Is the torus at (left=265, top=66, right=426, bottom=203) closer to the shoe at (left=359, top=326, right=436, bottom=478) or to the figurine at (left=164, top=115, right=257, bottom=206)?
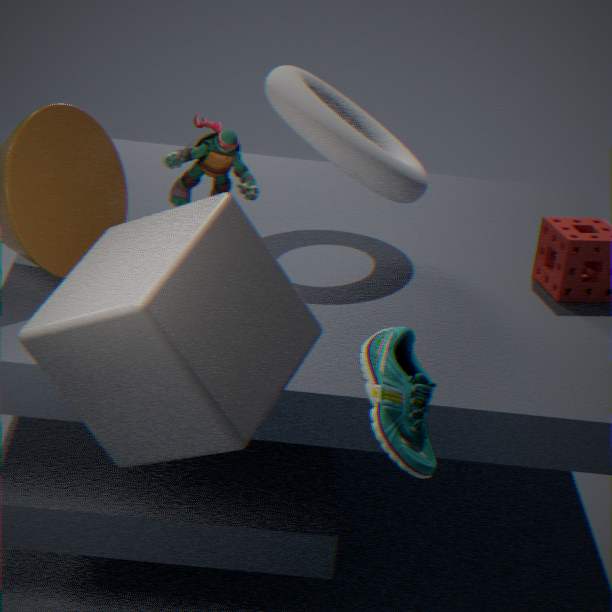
the figurine at (left=164, top=115, right=257, bottom=206)
